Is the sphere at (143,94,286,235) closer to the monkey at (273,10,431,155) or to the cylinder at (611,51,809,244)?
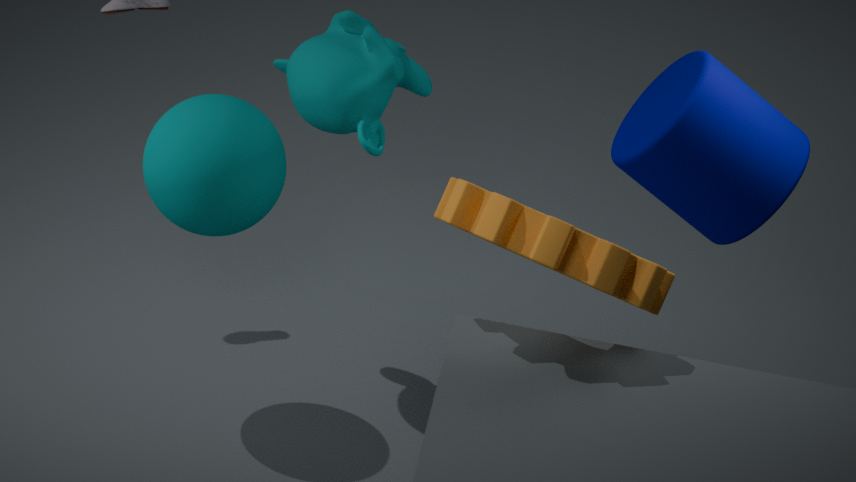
the monkey at (273,10,431,155)
